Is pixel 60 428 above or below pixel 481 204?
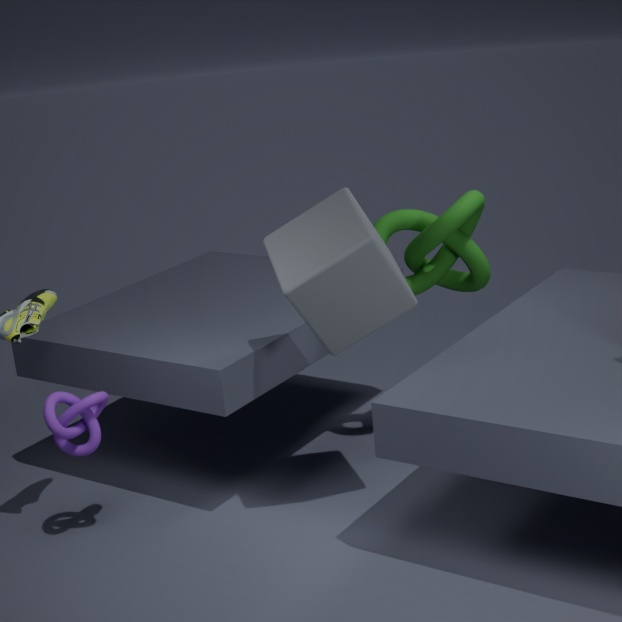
below
